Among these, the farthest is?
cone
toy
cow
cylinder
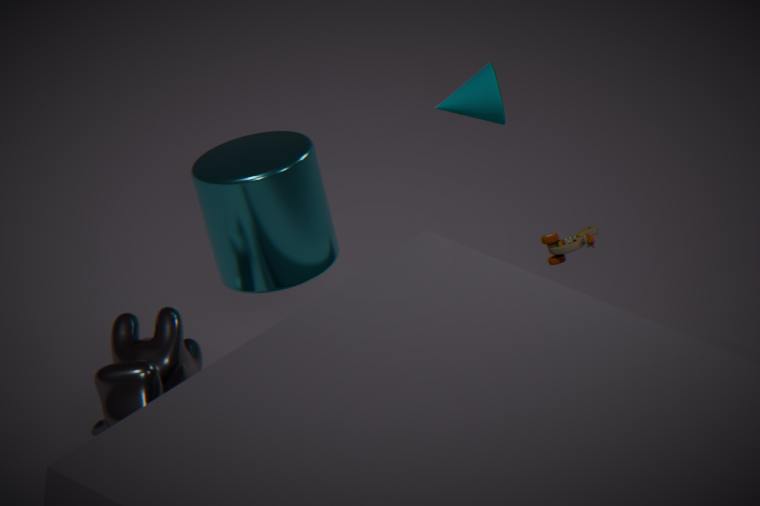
toy
